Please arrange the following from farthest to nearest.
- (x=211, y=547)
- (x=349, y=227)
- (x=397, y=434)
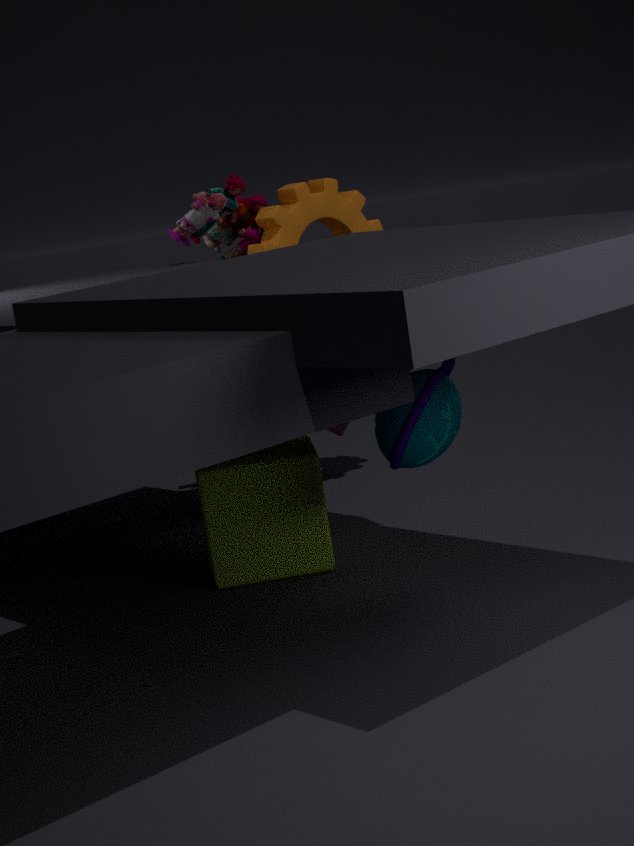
1. (x=349, y=227)
2. (x=211, y=547)
3. (x=397, y=434)
